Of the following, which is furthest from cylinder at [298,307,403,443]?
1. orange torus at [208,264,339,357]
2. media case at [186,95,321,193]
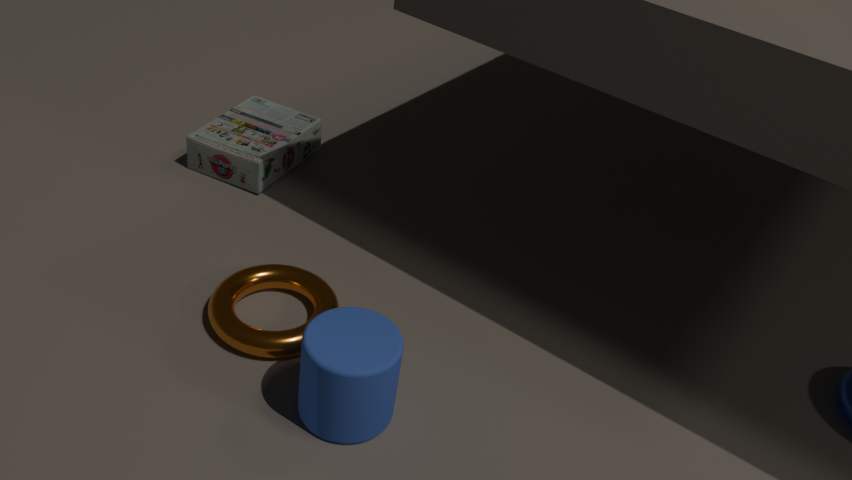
media case at [186,95,321,193]
